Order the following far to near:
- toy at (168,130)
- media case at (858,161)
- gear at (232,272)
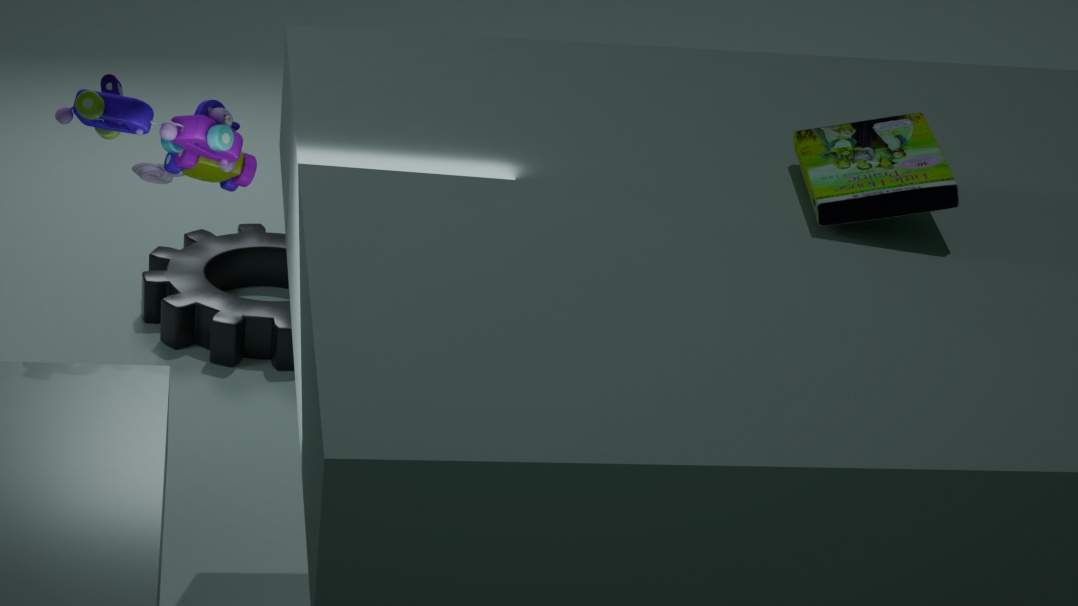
gear at (232,272), toy at (168,130), media case at (858,161)
